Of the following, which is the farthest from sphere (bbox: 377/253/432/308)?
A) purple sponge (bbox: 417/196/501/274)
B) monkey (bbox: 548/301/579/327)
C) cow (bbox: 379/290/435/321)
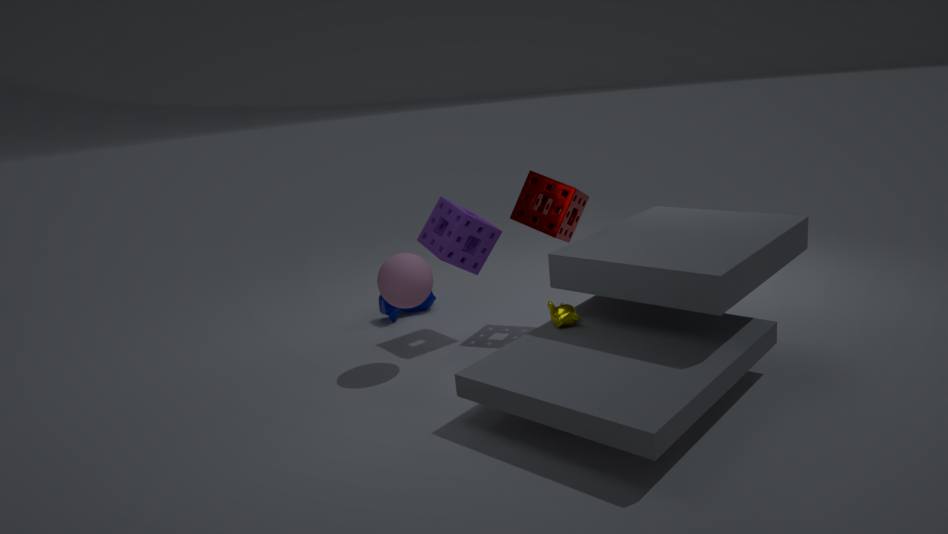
monkey (bbox: 548/301/579/327)
